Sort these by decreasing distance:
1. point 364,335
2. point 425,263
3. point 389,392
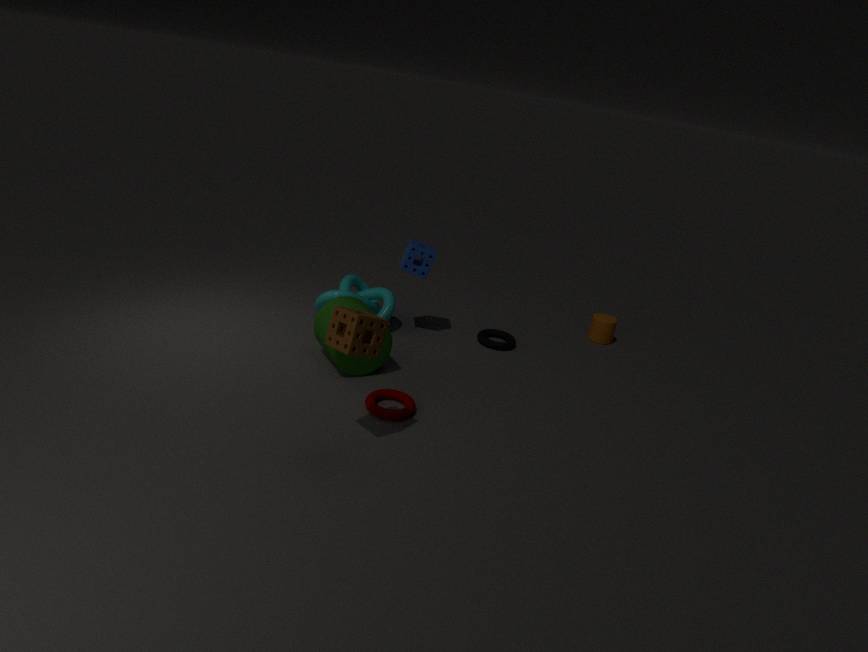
point 425,263 → point 389,392 → point 364,335
